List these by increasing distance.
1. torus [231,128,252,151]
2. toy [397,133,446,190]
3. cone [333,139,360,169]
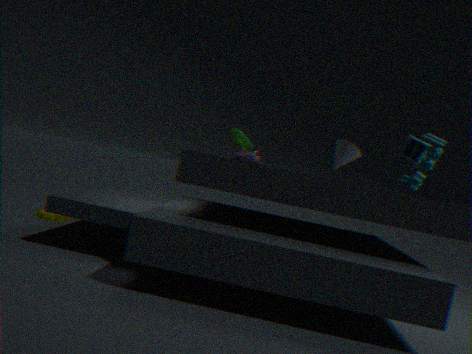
toy [397,133,446,190] < cone [333,139,360,169] < torus [231,128,252,151]
